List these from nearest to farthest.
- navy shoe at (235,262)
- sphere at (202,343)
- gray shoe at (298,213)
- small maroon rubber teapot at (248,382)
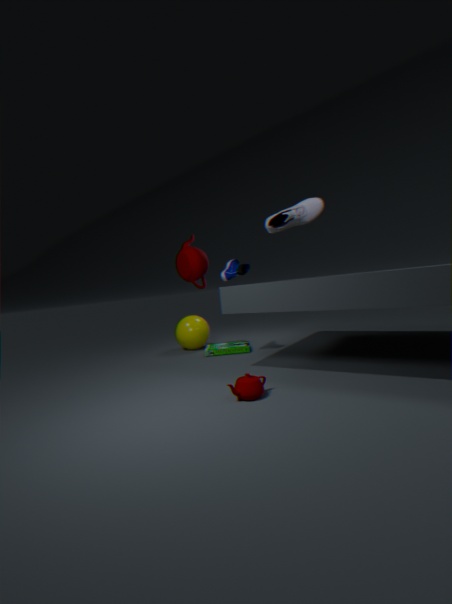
small maroon rubber teapot at (248,382) → gray shoe at (298,213) → navy shoe at (235,262) → sphere at (202,343)
